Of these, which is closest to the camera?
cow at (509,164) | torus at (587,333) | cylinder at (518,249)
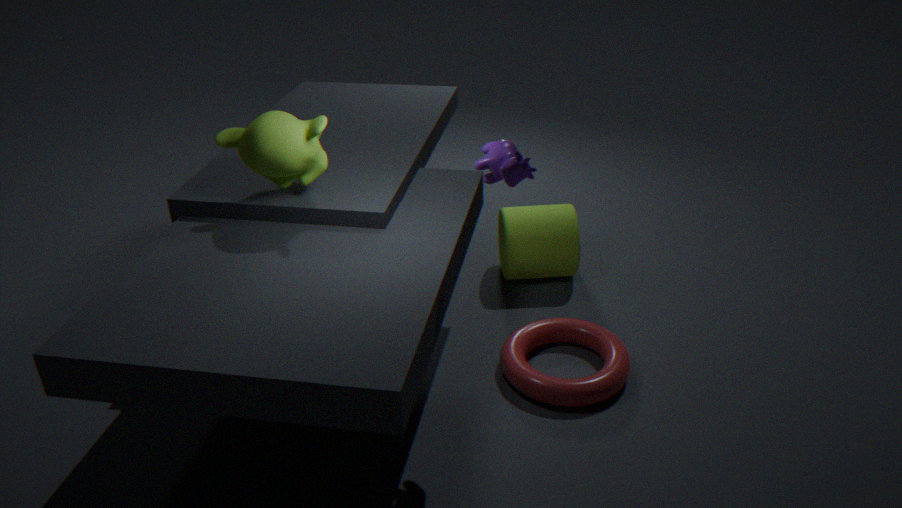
cow at (509,164)
